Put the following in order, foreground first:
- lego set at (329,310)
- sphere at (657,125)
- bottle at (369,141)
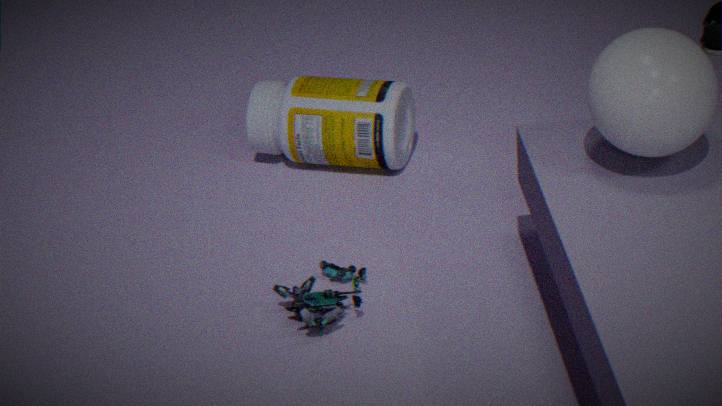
sphere at (657,125) < lego set at (329,310) < bottle at (369,141)
